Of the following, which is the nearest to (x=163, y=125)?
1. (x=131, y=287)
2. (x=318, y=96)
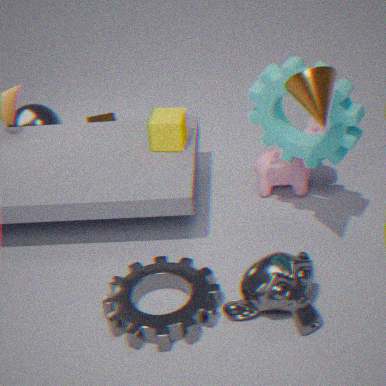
(x=131, y=287)
